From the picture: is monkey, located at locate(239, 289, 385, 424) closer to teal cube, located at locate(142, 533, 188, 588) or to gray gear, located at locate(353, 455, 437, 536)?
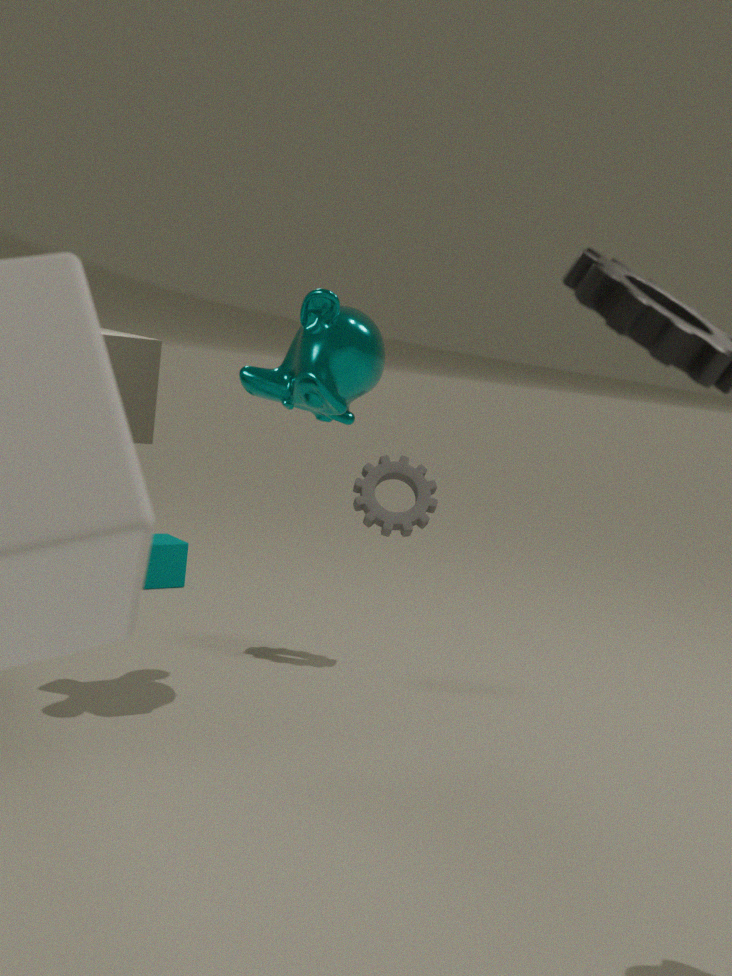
gray gear, located at locate(353, 455, 437, 536)
